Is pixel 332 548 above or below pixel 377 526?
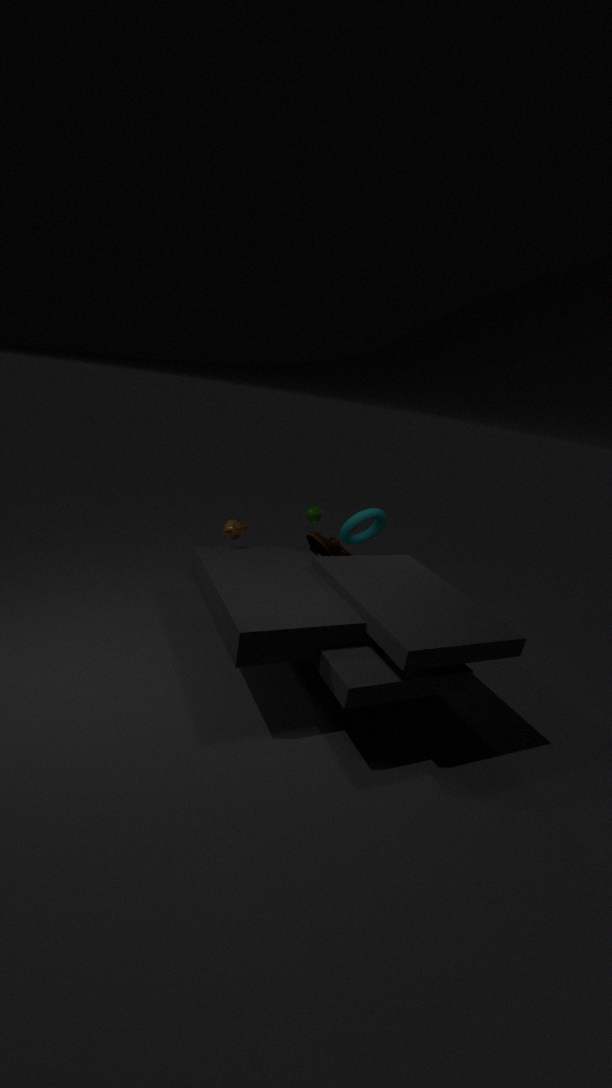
above
